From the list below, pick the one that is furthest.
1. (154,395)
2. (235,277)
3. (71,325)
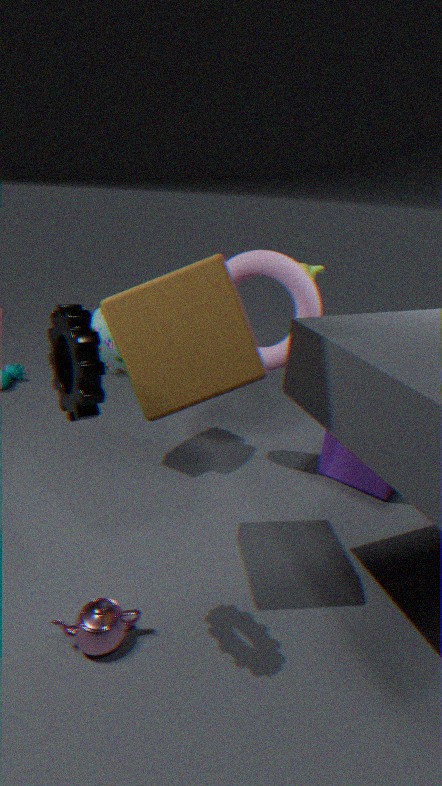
(235,277)
